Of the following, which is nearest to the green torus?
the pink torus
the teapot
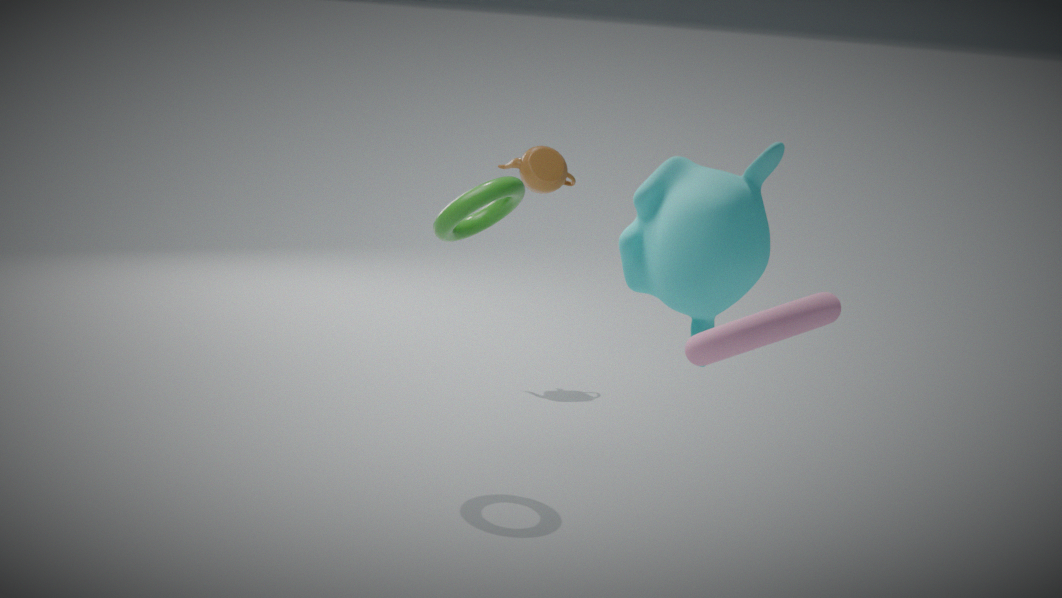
the teapot
